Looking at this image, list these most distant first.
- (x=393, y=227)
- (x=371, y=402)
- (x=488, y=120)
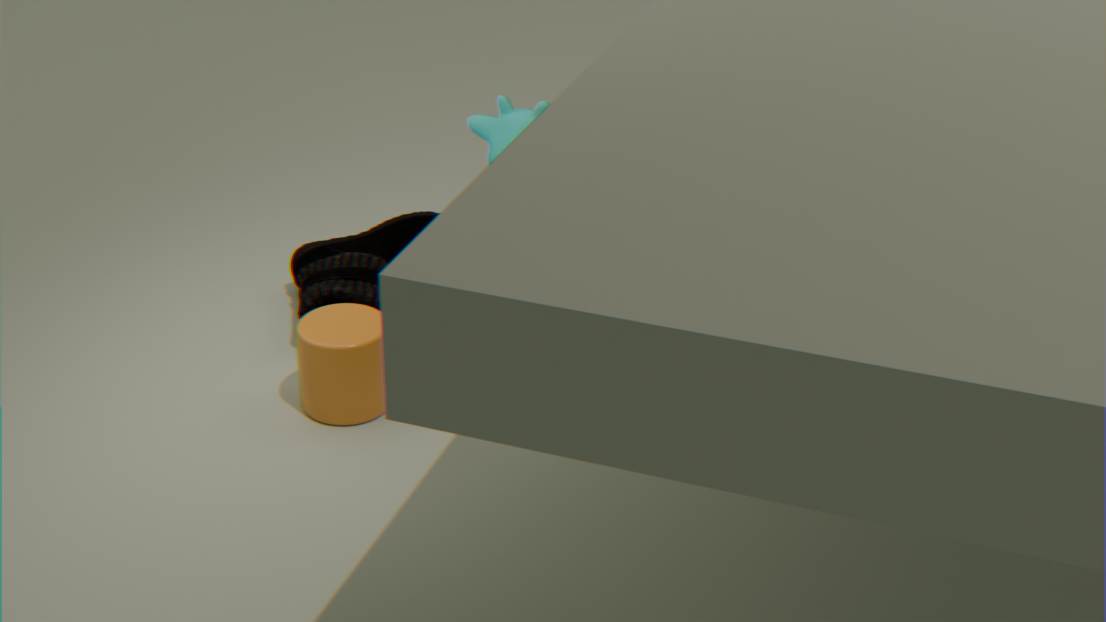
(x=393, y=227) < (x=488, y=120) < (x=371, y=402)
